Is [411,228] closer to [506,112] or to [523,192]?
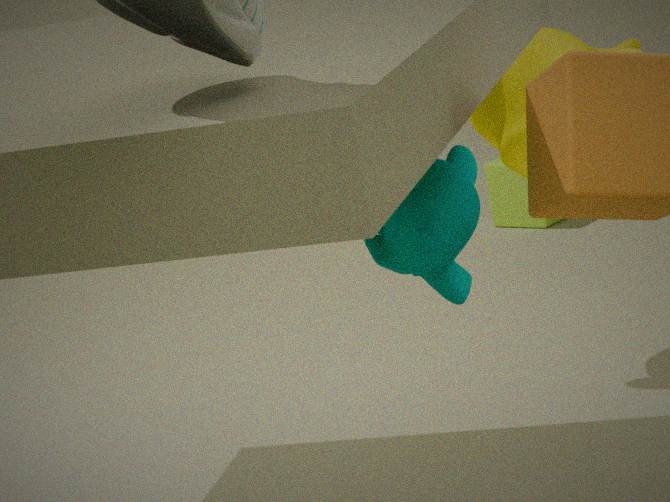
[506,112]
